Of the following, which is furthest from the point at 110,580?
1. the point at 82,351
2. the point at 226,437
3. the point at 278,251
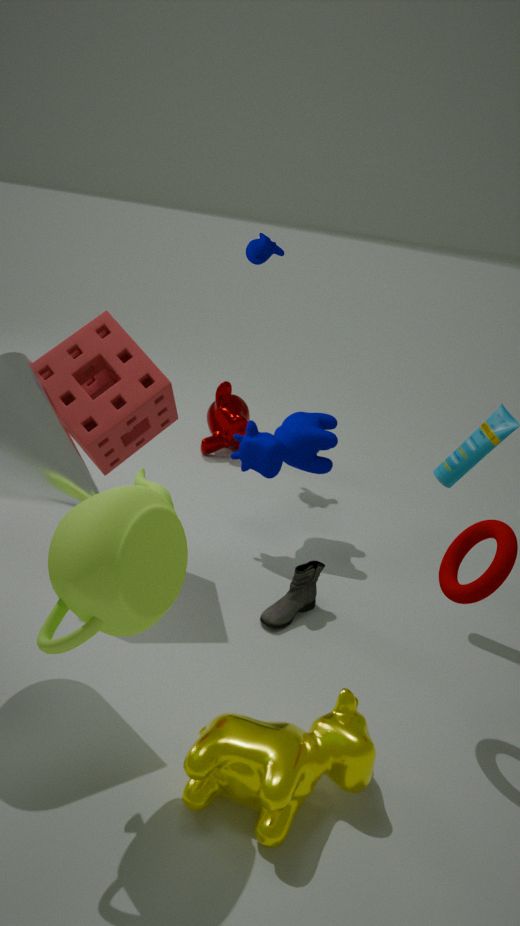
the point at 226,437
